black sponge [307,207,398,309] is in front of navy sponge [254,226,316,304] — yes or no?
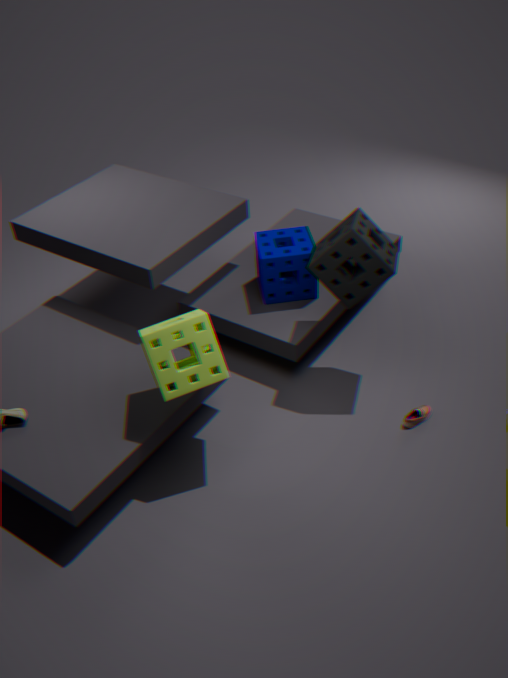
Yes
